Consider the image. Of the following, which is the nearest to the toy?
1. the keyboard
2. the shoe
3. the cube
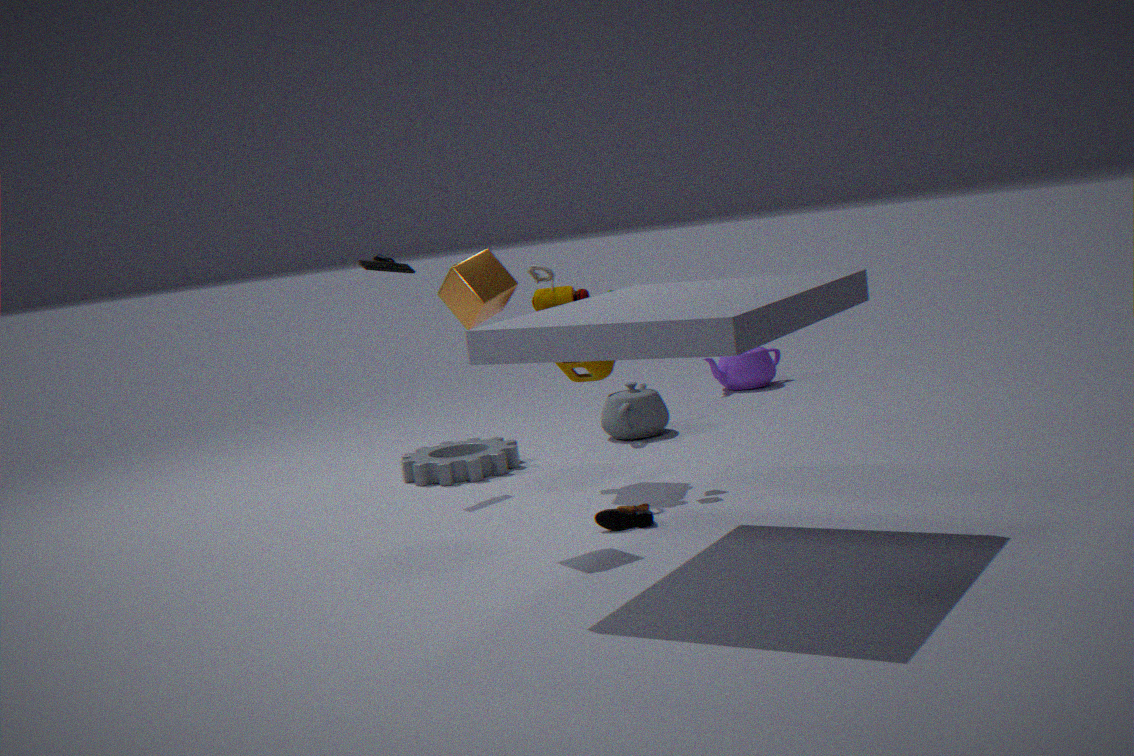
the cube
